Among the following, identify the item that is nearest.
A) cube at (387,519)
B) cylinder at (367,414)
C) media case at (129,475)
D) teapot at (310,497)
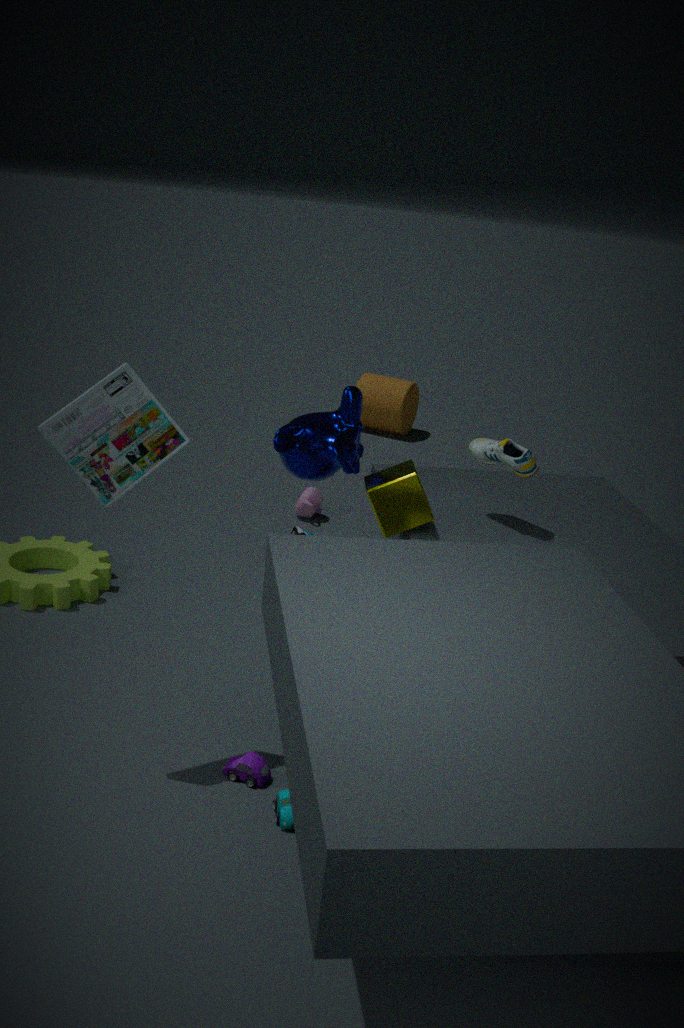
media case at (129,475)
